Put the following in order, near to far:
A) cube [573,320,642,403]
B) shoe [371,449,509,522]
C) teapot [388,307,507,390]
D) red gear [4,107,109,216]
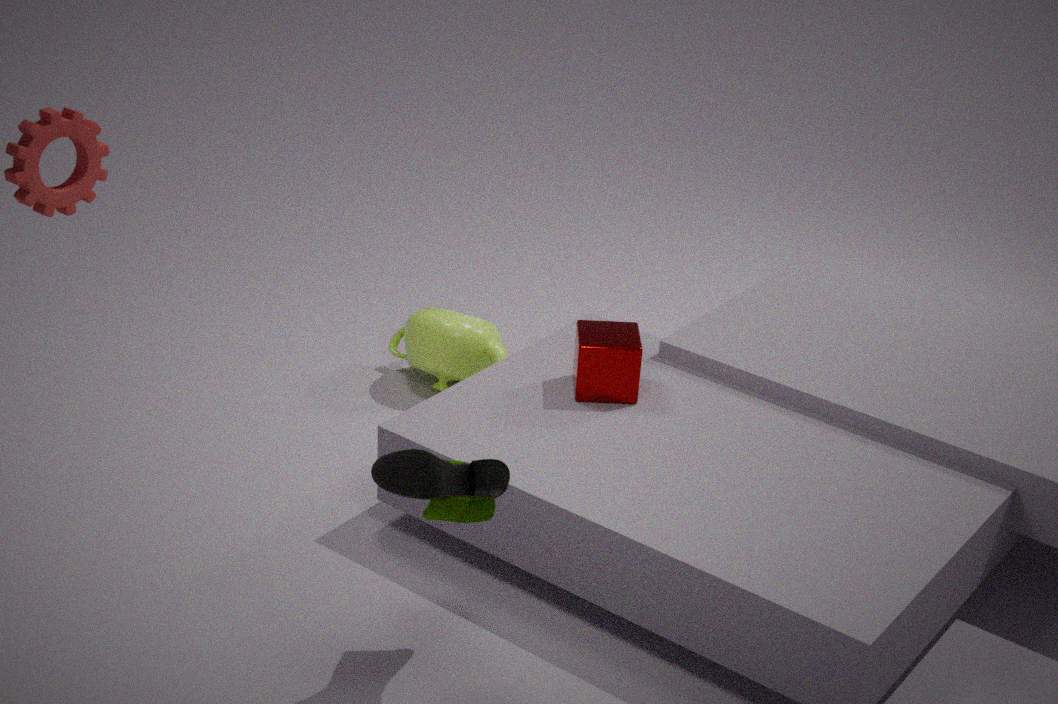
shoe [371,449,509,522]
red gear [4,107,109,216]
cube [573,320,642,403]
teapot [388,307,507,390]
